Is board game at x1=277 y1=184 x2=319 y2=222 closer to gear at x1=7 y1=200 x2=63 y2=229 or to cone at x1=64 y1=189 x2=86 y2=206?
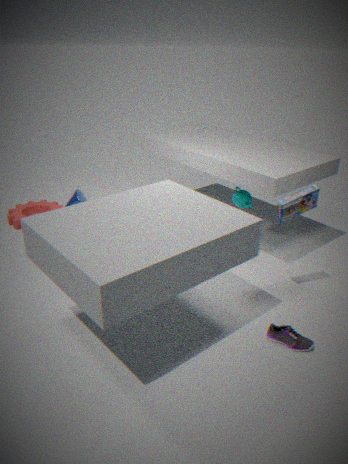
cone at x1=64 y1=189 x2=86 y2=206
